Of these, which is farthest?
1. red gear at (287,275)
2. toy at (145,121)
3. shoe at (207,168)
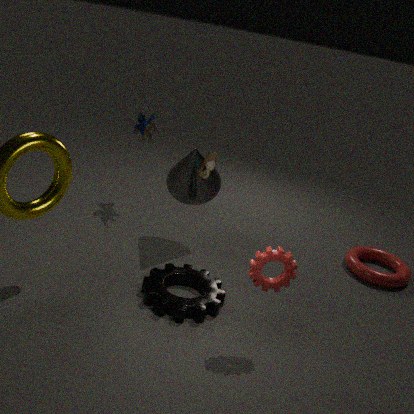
toy at (145,121)
